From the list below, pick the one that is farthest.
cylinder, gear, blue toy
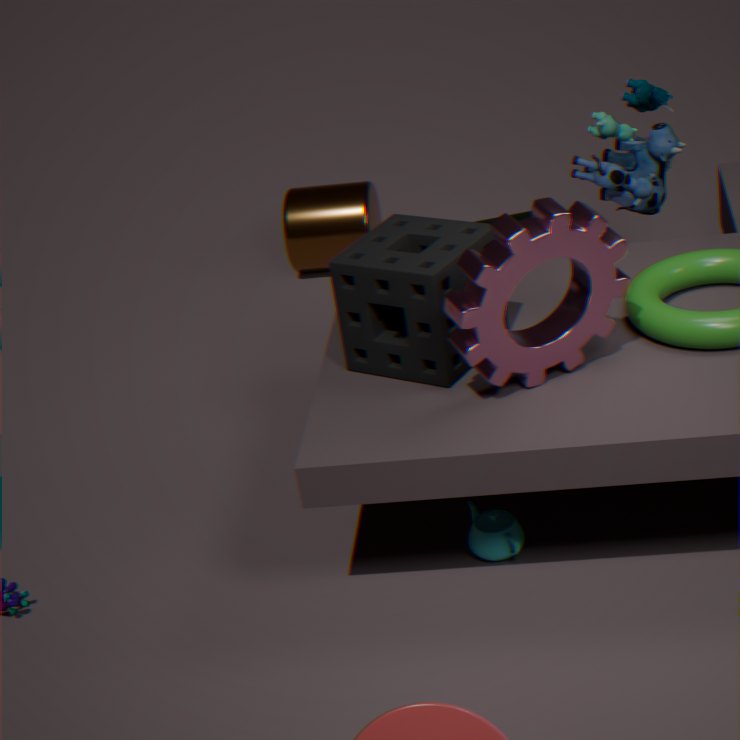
cylinder
